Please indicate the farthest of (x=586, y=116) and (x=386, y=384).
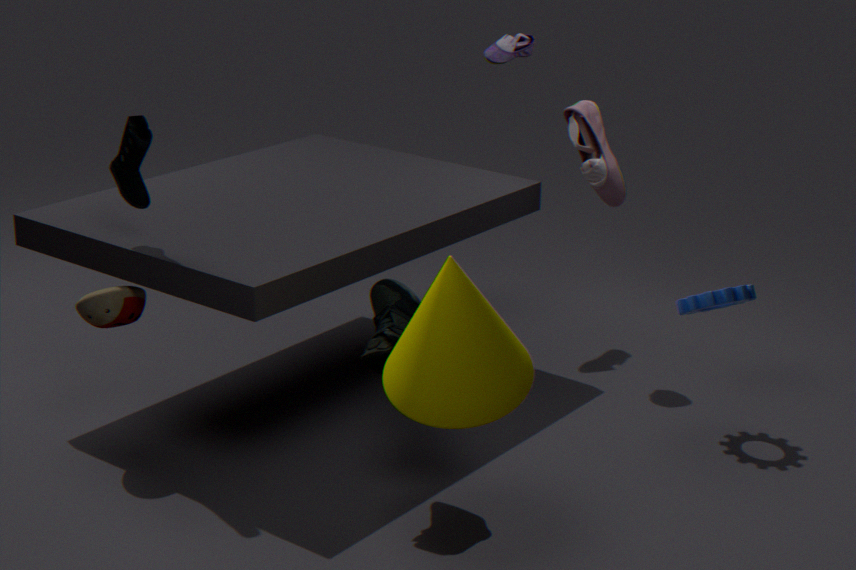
(x=586, y=116)
